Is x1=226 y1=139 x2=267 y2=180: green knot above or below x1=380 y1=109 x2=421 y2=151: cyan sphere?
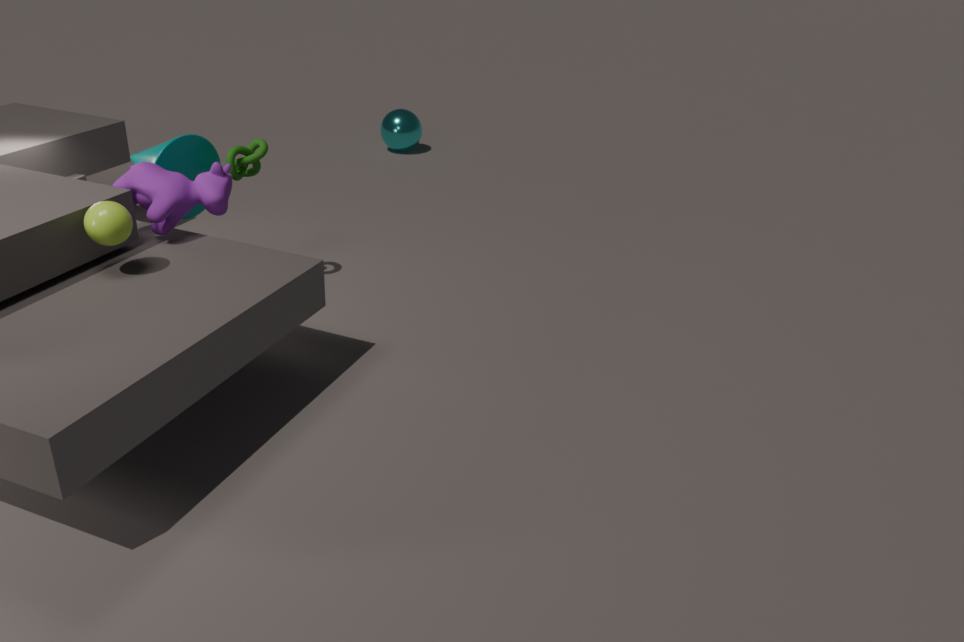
above
